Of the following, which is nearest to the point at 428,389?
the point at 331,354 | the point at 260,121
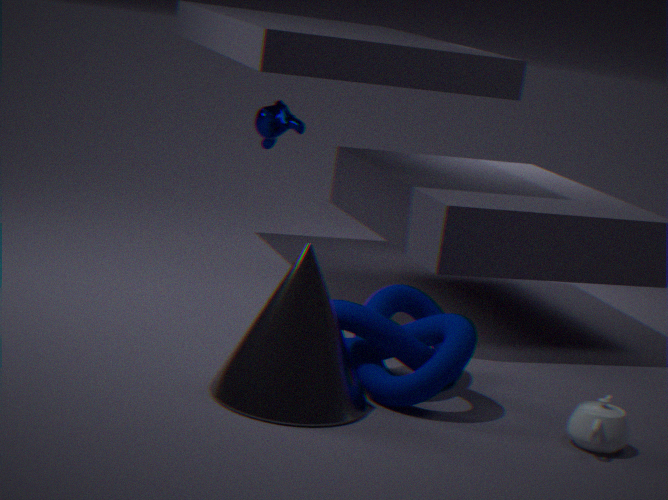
the point at 331,354
